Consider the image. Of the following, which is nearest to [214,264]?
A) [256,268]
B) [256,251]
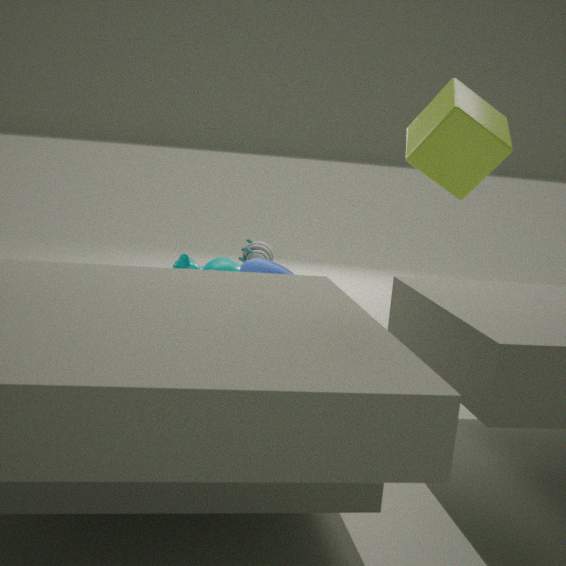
[256,268]
